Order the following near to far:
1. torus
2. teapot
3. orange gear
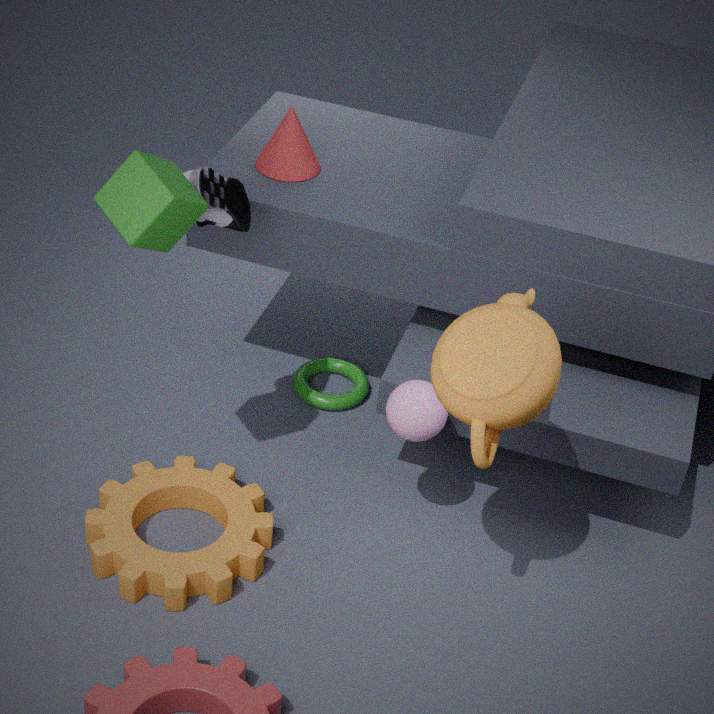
teapot < orange gear < torus
